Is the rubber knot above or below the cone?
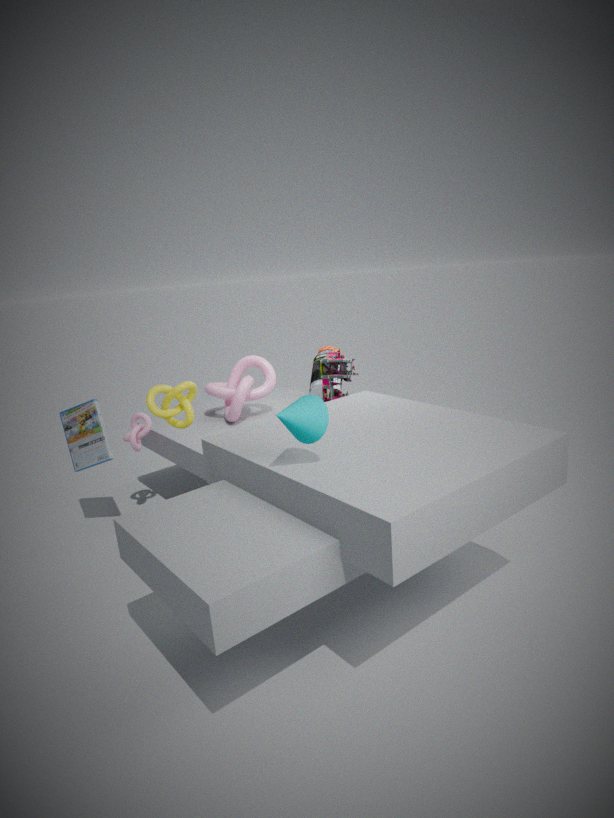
below
